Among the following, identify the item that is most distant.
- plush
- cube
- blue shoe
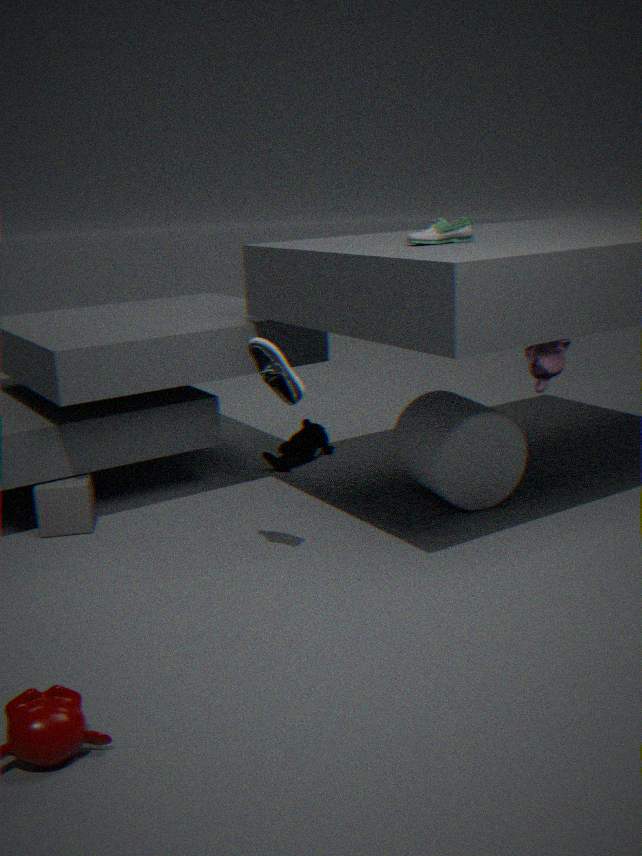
plush
